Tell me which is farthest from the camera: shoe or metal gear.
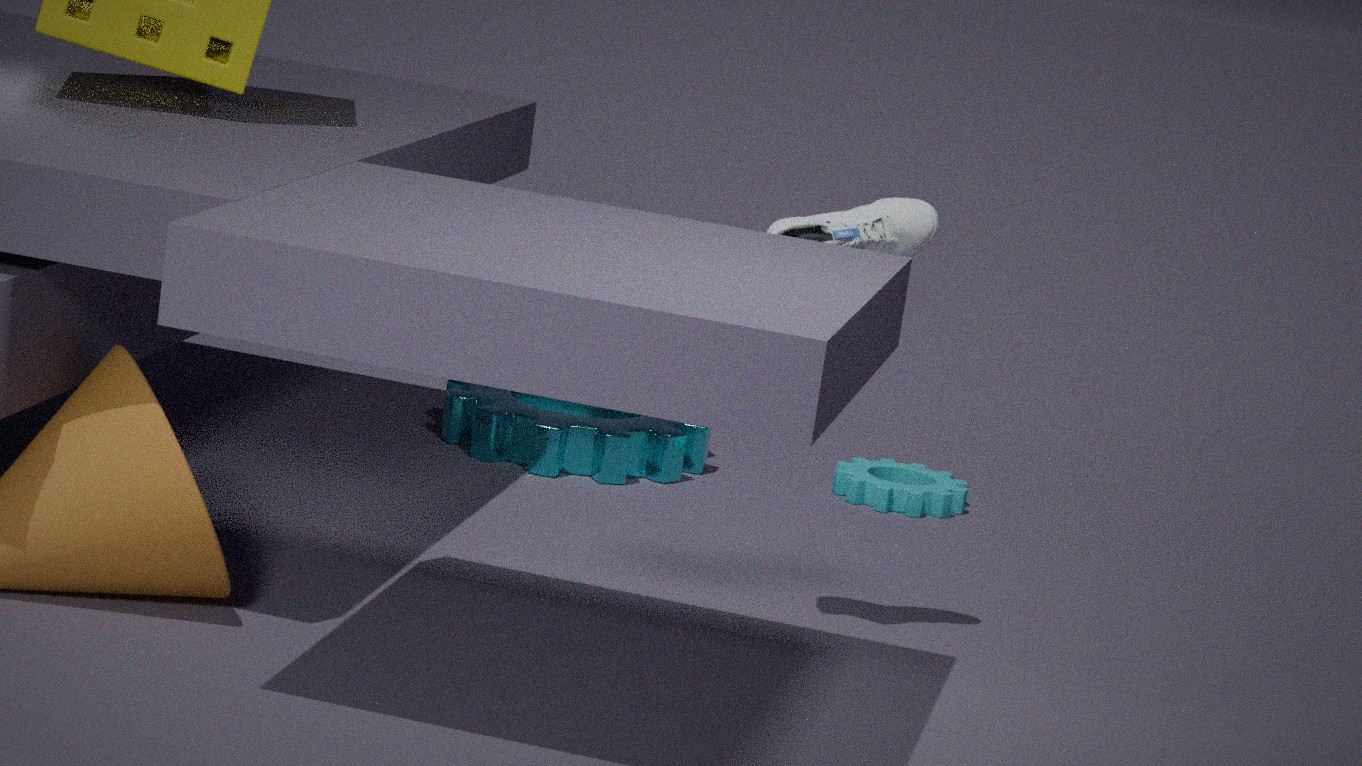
metal gear
